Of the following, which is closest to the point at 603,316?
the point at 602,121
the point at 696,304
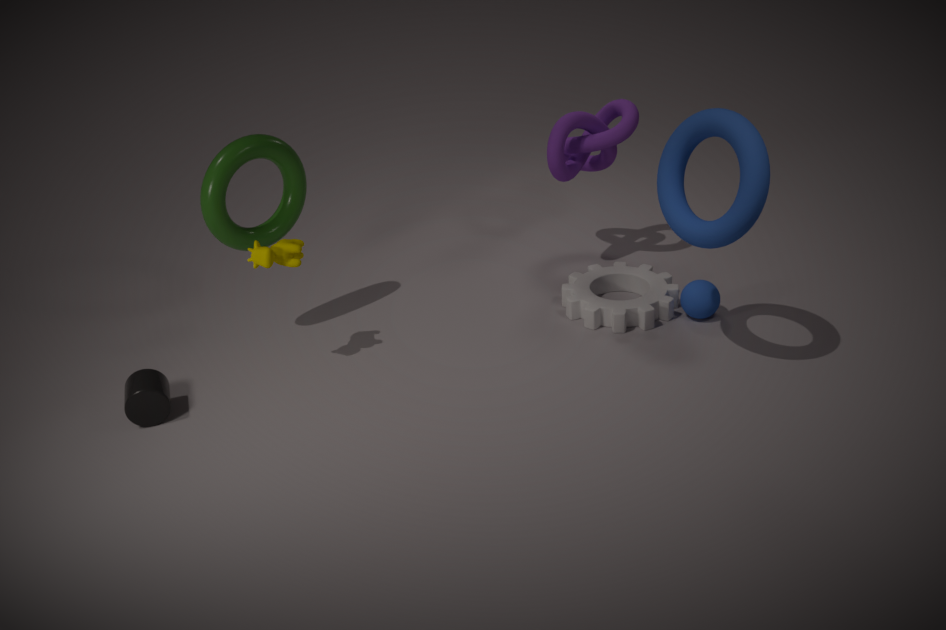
the point at 696,304
